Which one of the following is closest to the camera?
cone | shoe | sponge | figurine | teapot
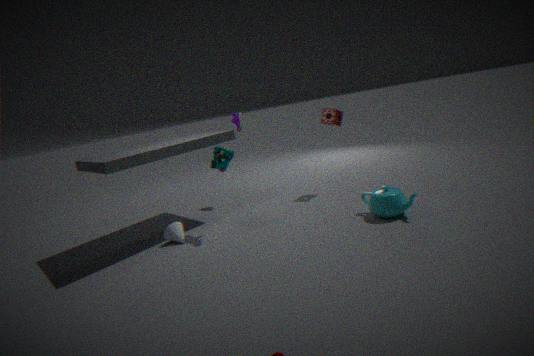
teapot
